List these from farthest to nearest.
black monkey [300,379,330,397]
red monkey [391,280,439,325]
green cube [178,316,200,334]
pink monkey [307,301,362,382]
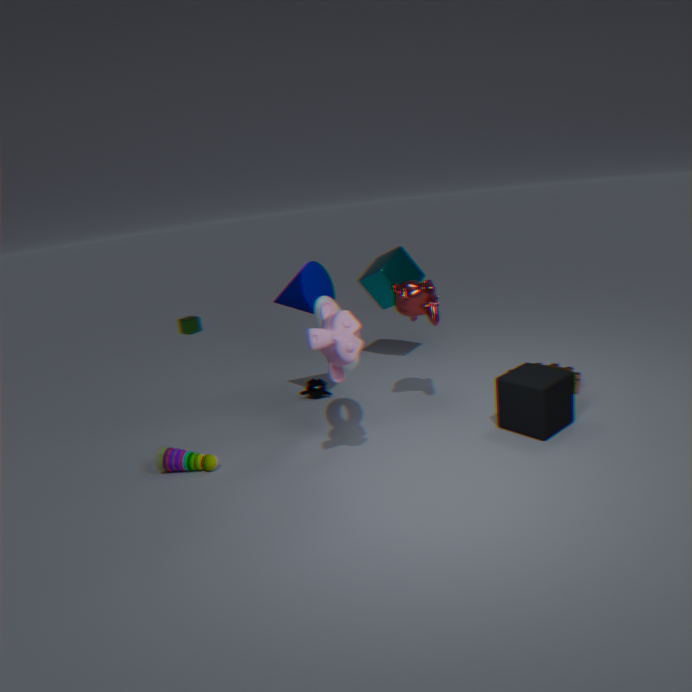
green cube [178,316,200,334] → black monkey [300,379,330,397] → red monkey [391,280,439,325] → pink monkey [307,301,362,382]
